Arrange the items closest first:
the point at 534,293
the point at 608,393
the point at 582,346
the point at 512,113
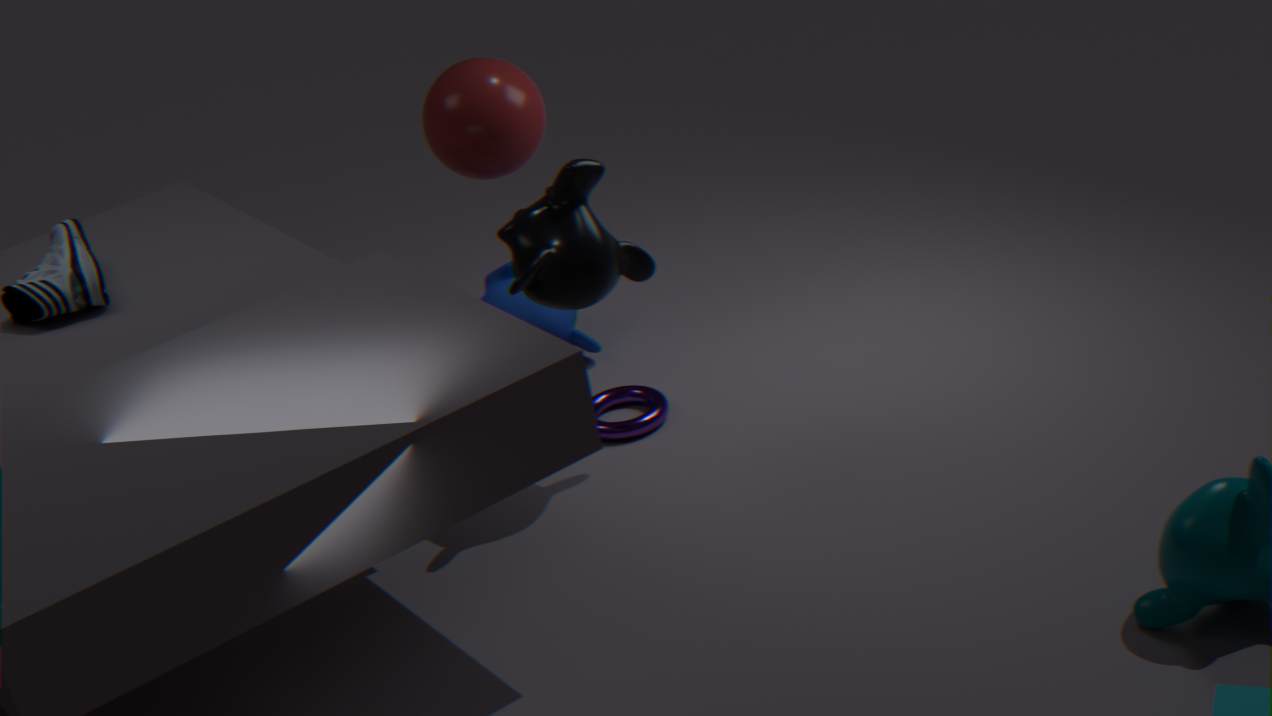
the point at 534,293 < the point at 512,113 < the point at 608,393 < the point at 582,346
